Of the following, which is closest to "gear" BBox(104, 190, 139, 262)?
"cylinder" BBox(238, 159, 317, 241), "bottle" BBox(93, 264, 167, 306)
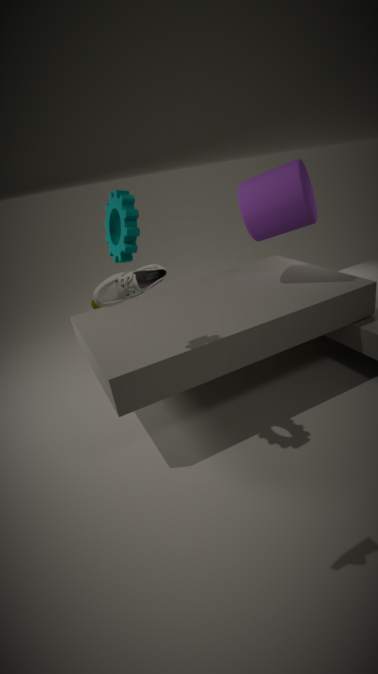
"bottle" BBox(93, 264, 167, 306)
